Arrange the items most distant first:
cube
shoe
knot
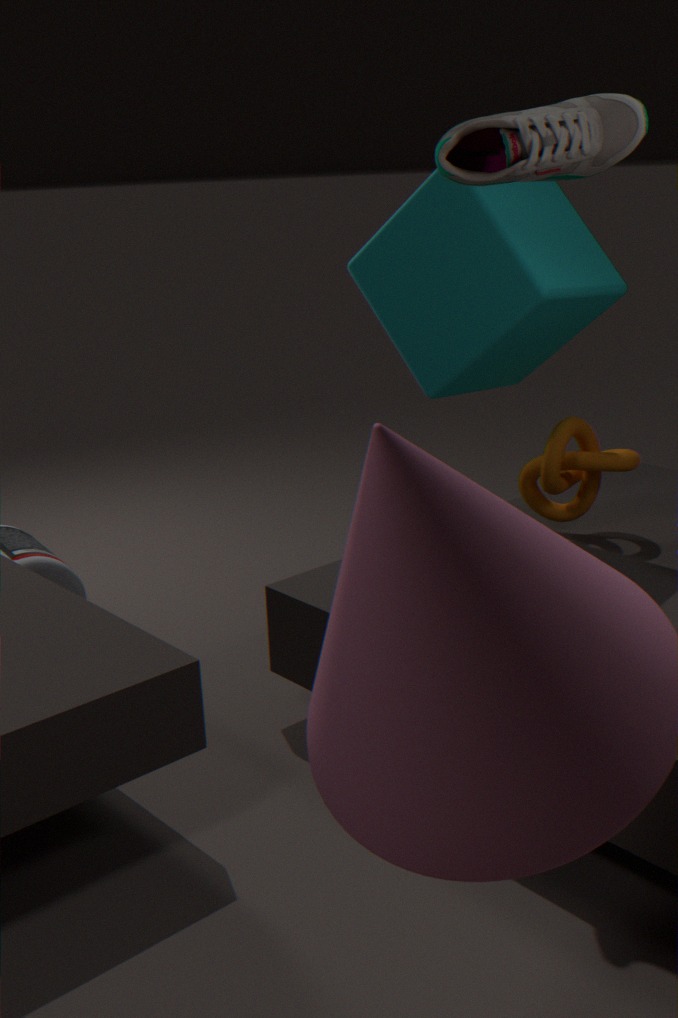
knot < cube < shoe
